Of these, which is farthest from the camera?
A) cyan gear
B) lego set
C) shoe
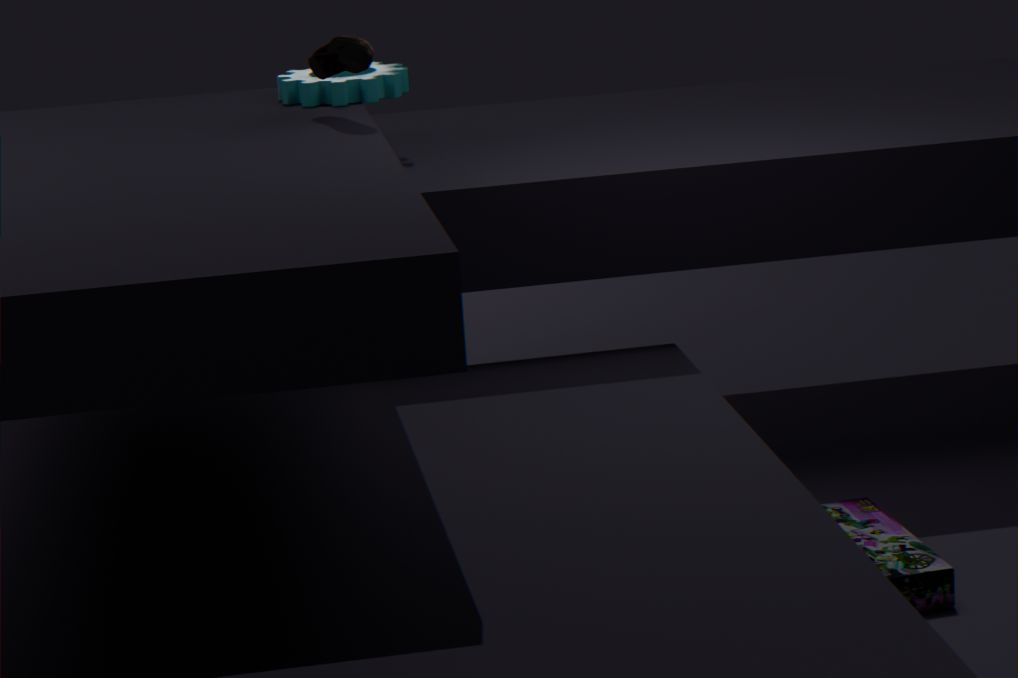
cyan gear
